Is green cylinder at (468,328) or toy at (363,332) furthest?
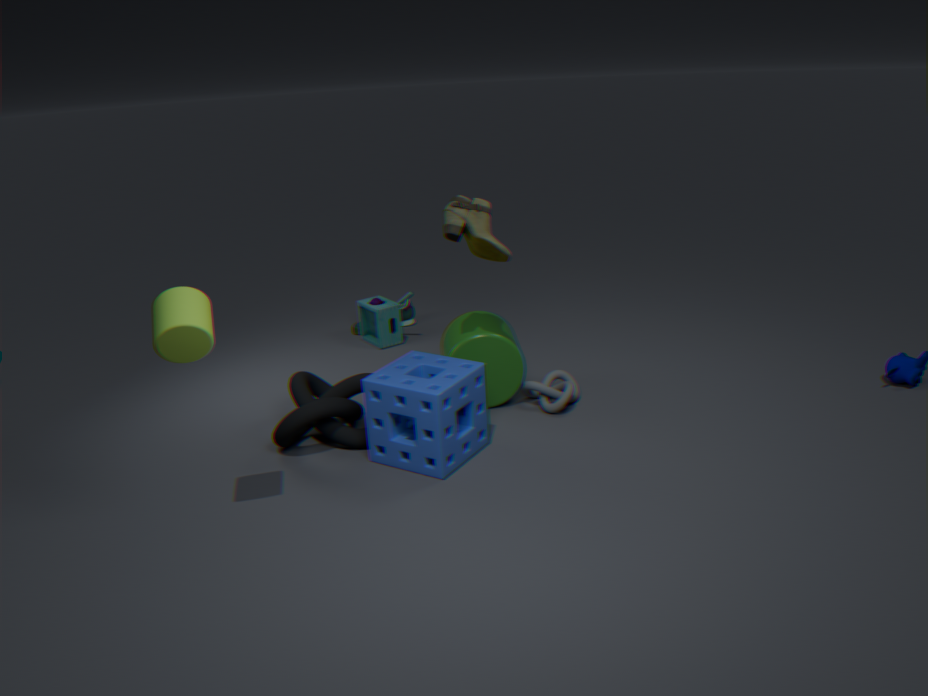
toy at (363,332)
